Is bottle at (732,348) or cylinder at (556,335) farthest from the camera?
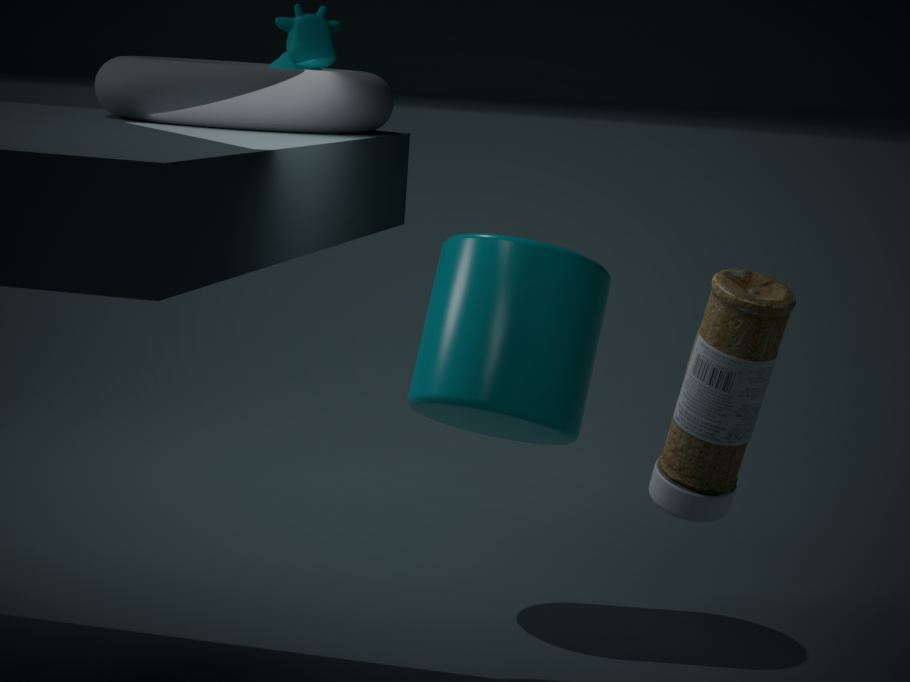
cylinder at (556,335)
